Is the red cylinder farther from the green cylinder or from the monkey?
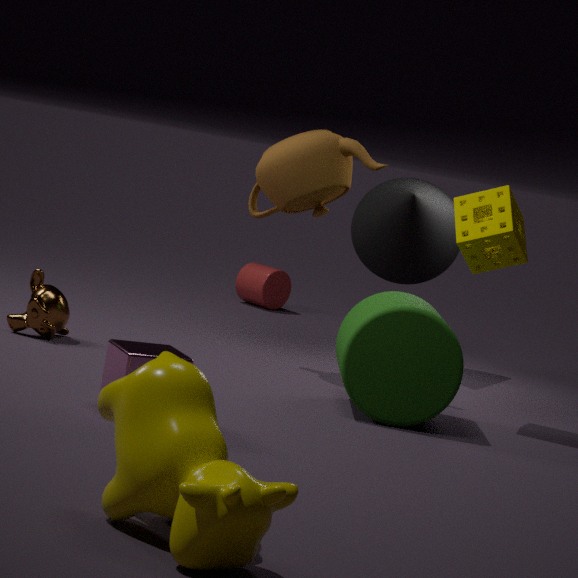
the green cylinder
